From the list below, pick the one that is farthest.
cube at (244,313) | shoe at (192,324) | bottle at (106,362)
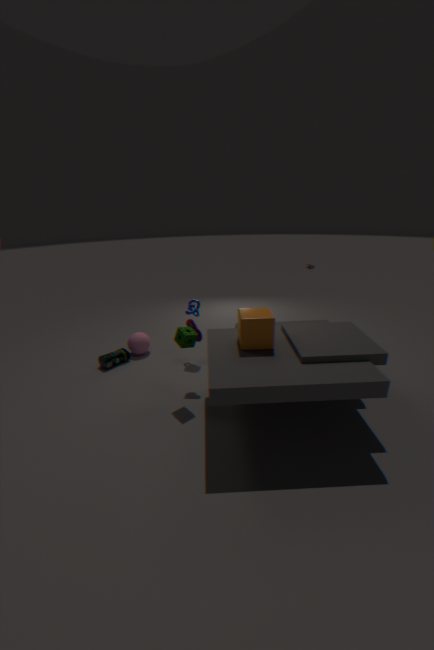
bottle at (106,362)
